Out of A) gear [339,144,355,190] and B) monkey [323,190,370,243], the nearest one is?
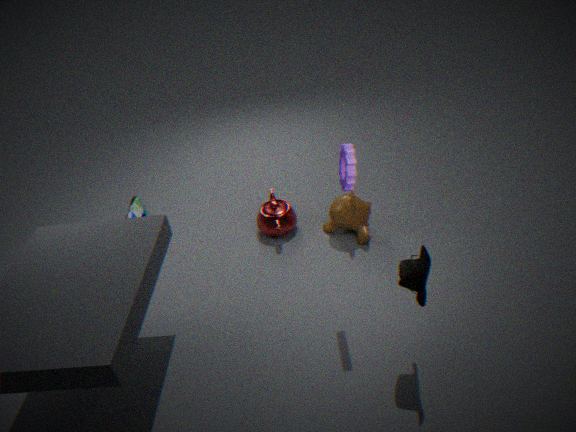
A. gear [339,144,355,190]
